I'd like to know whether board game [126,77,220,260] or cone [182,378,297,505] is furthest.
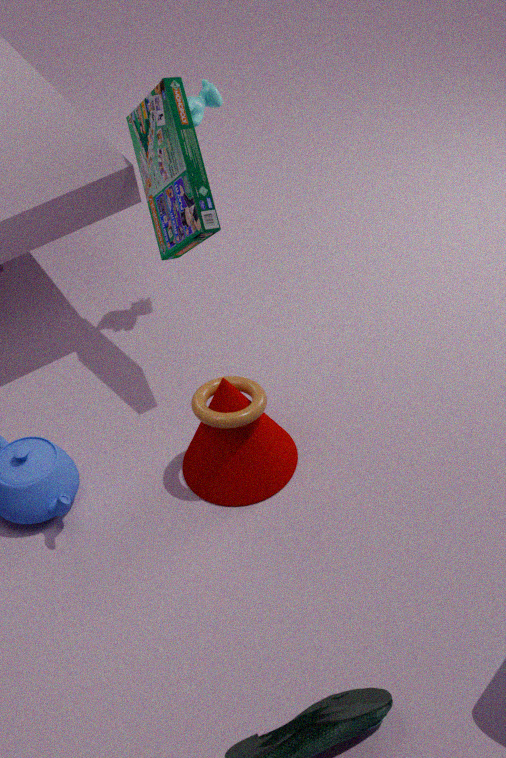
board game [126,77,220,260]
